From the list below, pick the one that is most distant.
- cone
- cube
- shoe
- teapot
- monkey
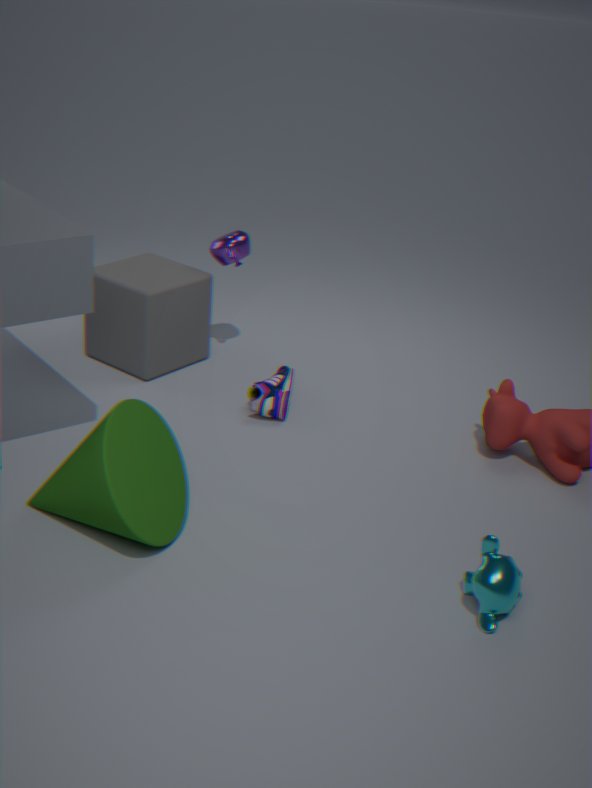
teapot
